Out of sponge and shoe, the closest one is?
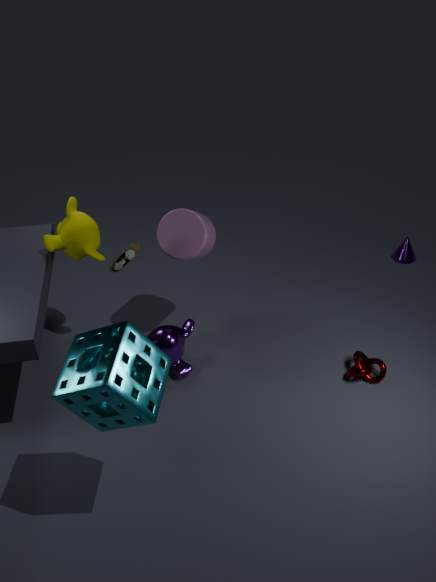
sponge
